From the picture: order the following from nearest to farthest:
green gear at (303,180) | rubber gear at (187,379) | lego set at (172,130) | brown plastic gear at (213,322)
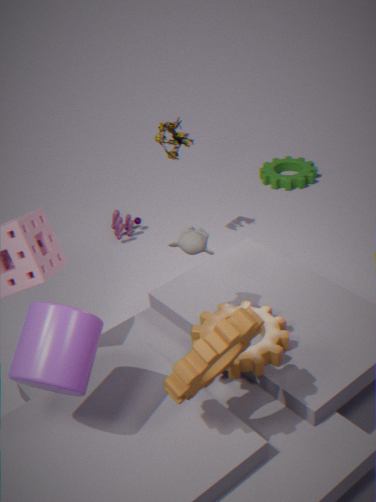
rubber gear at (187,379)
brown plastic gear at (213,322)
lego set at (172,130)
green gear at (303,180)
